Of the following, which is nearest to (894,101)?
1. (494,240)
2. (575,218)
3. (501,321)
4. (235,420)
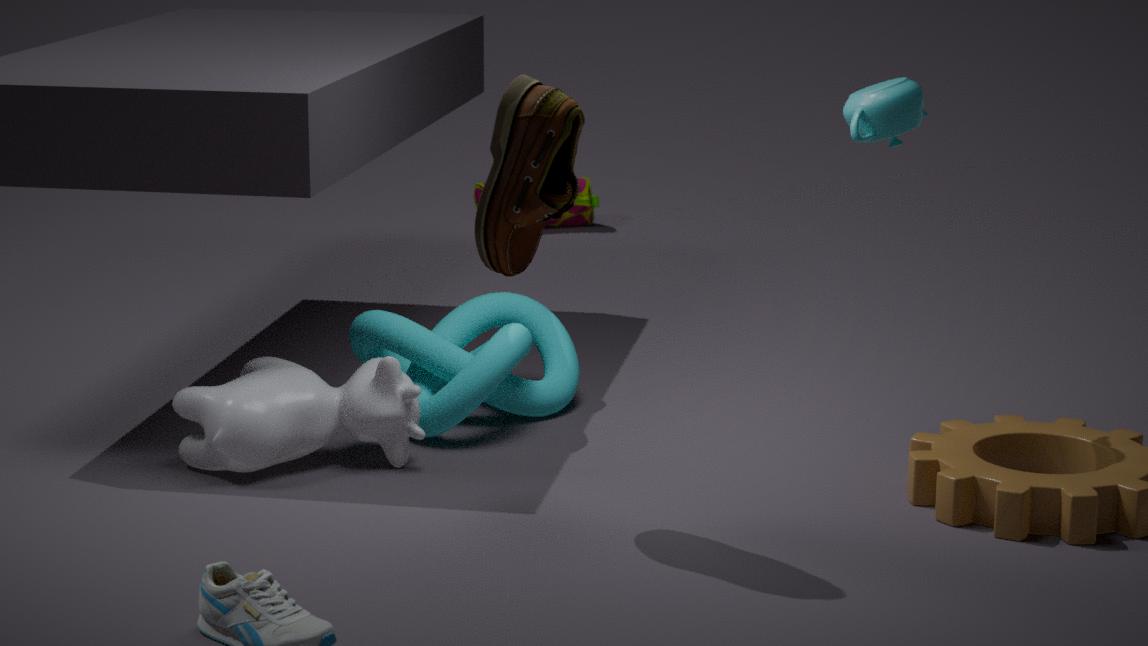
(494,240)
